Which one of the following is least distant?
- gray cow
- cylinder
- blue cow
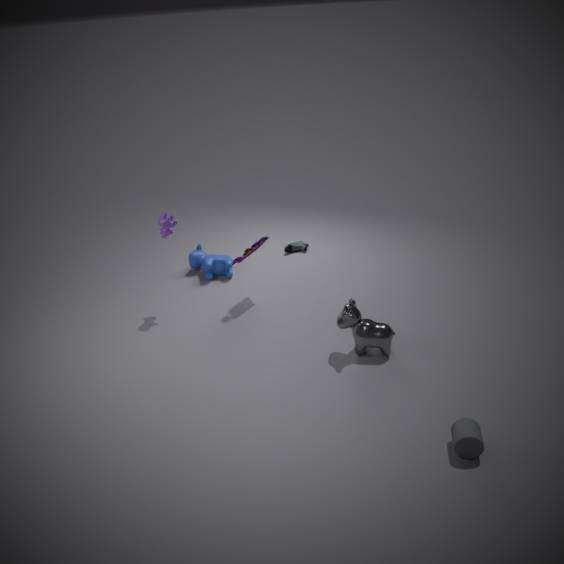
cylinder
